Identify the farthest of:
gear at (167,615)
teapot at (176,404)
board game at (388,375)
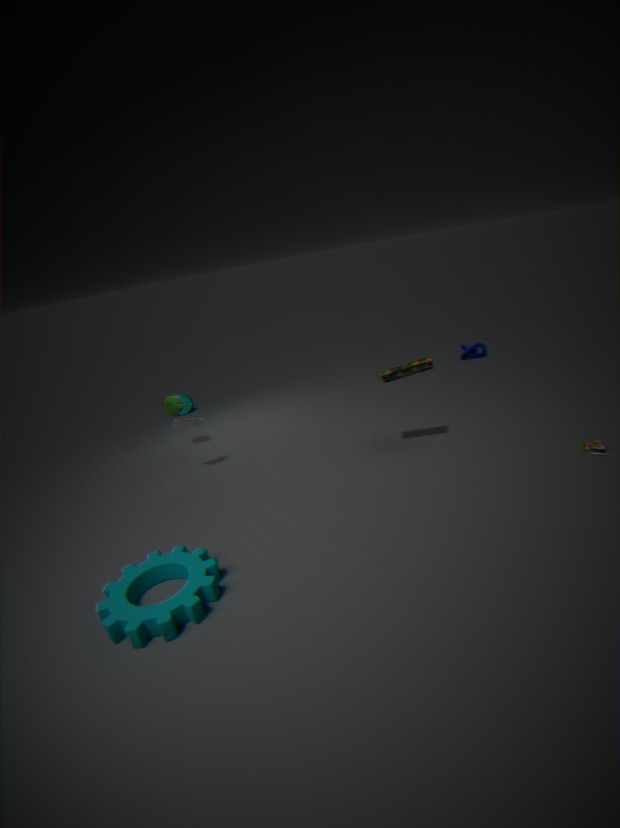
teapot at (176,404)
